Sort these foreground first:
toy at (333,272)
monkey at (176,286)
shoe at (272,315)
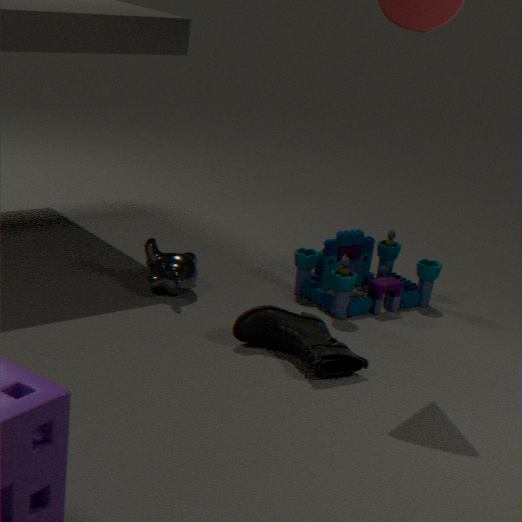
1. shoe at (272,315)
2. monkey at (176,286)
3. toy at (333,272)
